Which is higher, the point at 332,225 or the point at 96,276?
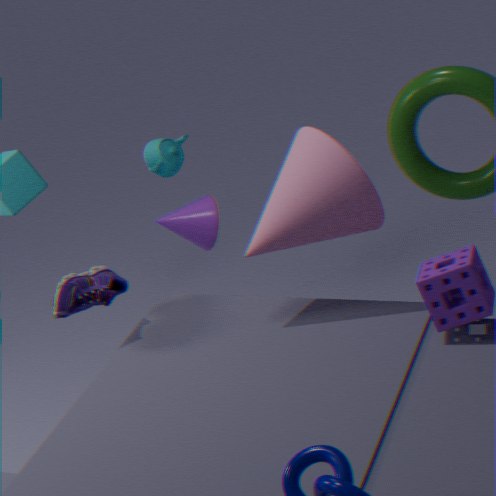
the point at 332,225
